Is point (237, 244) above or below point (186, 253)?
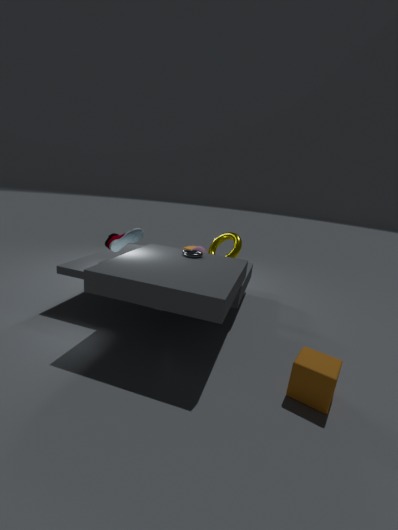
above
